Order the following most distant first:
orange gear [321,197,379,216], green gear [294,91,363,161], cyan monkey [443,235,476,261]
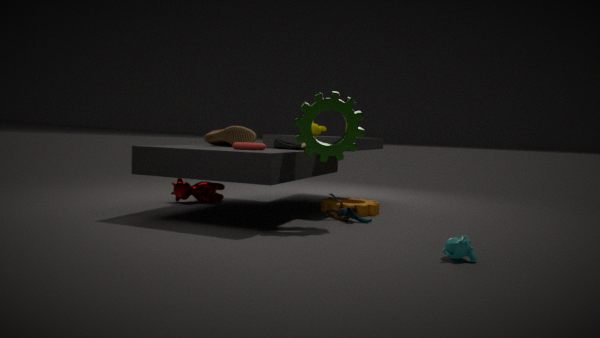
orange gear [321,197,379,216], green gear [294,91,363,161], cyan monkey [443,235,476,261]
